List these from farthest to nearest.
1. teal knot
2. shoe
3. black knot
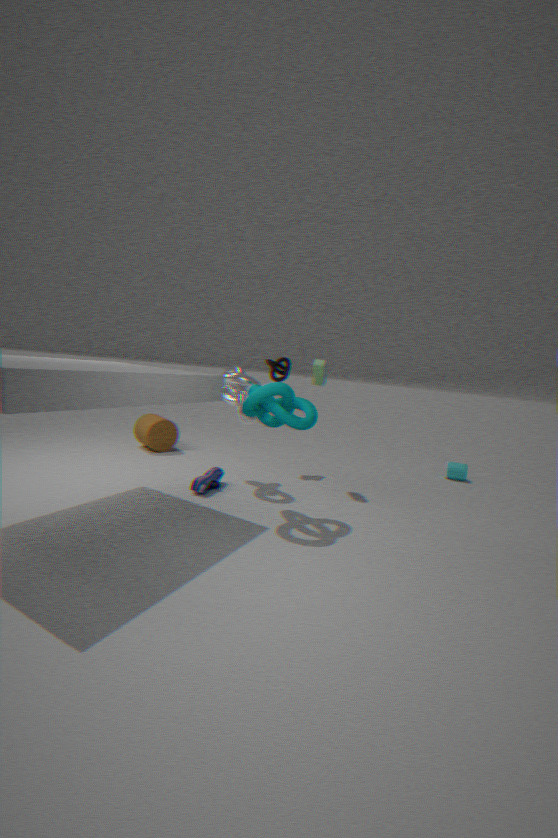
black knot
shoe
teal knot
